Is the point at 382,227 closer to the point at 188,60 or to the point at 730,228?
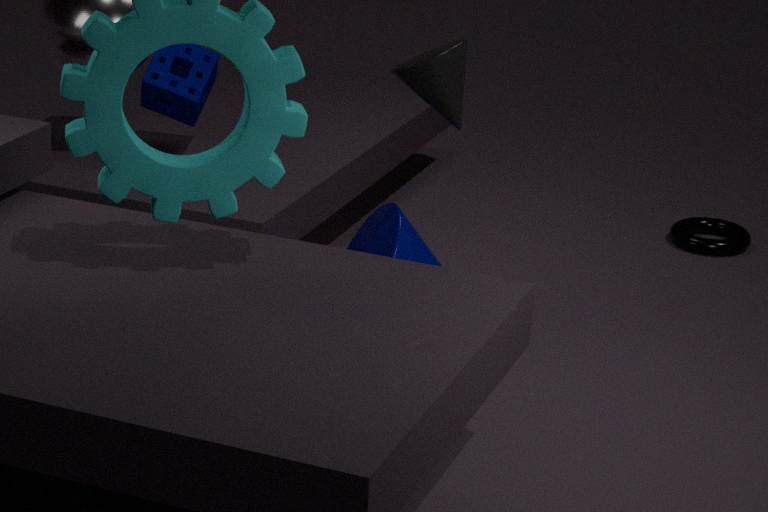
the point at 188,60
